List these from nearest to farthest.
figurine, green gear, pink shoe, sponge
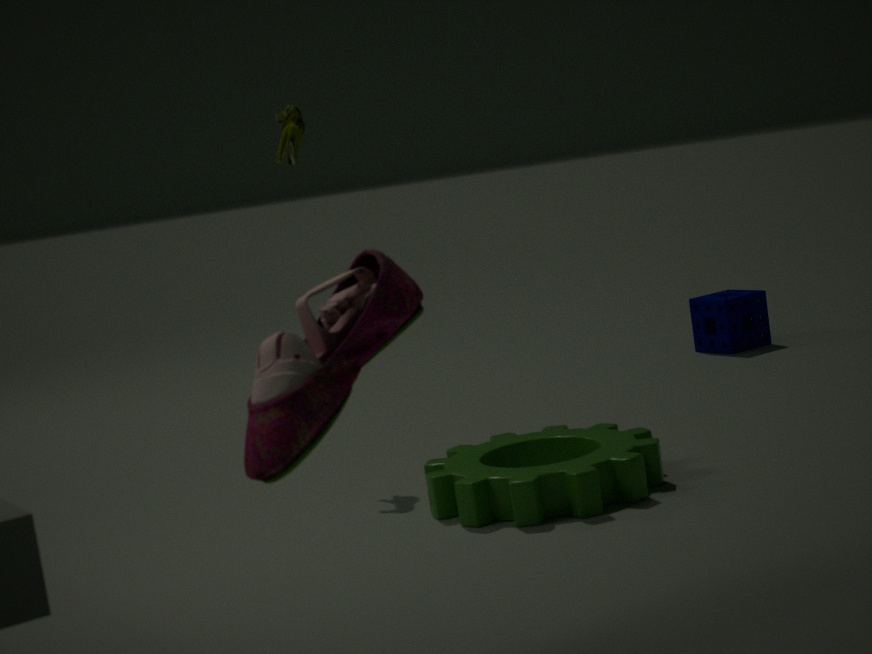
pink shoe, green gear, figurine, sponge
